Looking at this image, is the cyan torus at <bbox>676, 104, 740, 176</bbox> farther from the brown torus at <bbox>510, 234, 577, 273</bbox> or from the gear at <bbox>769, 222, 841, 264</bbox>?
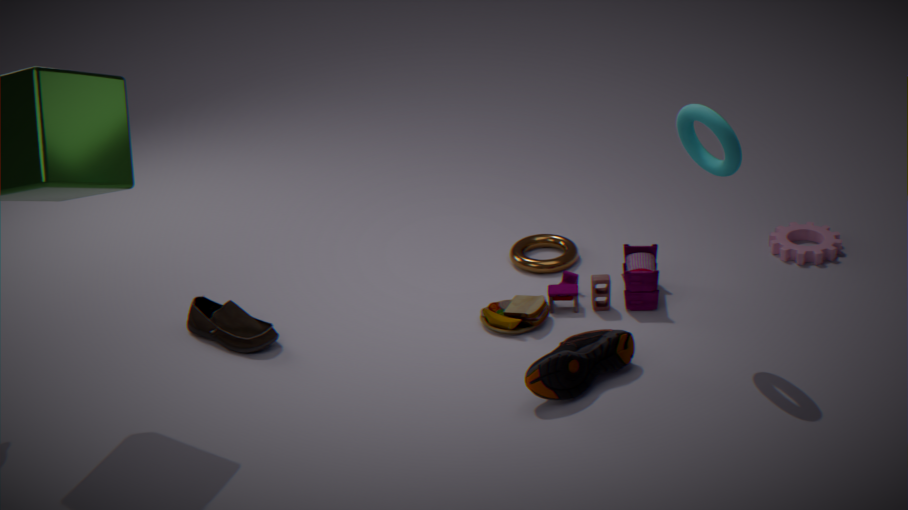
the brown torus at <bbox>510, 234, 577, 273</bbox>
